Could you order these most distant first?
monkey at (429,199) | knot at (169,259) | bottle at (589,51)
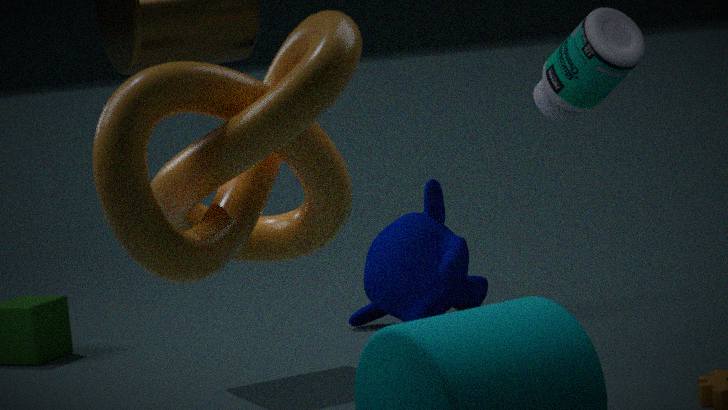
monkey at (429,199)
bottle at (589,51)
knot at (169,259)
